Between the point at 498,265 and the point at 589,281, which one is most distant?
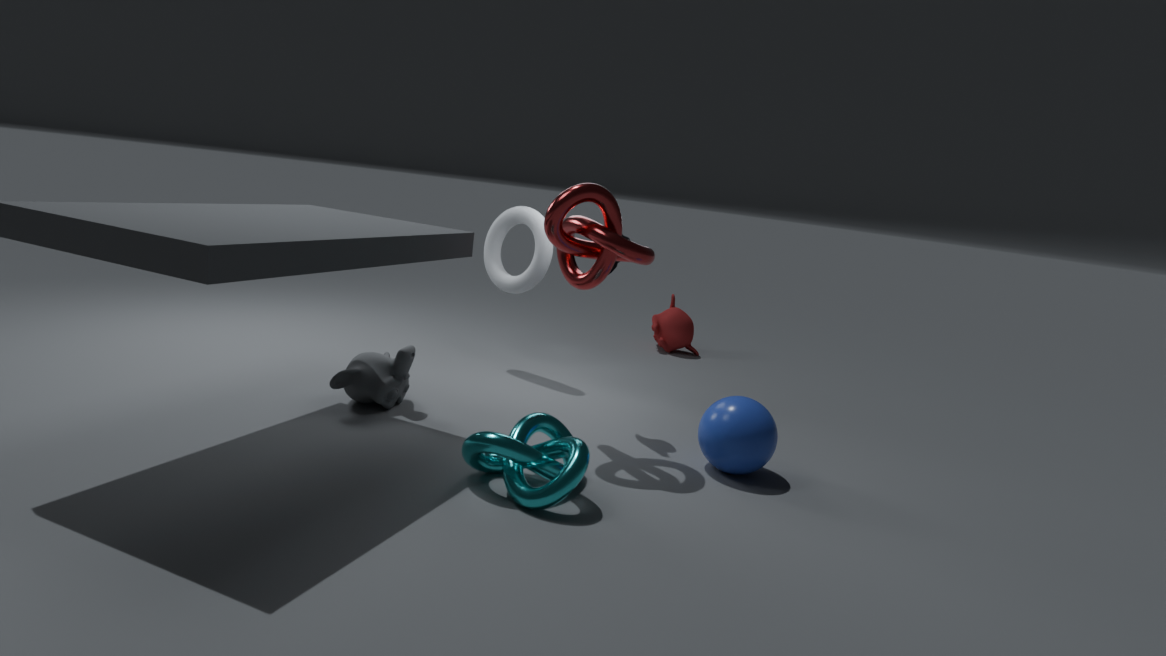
the point at 498,265
